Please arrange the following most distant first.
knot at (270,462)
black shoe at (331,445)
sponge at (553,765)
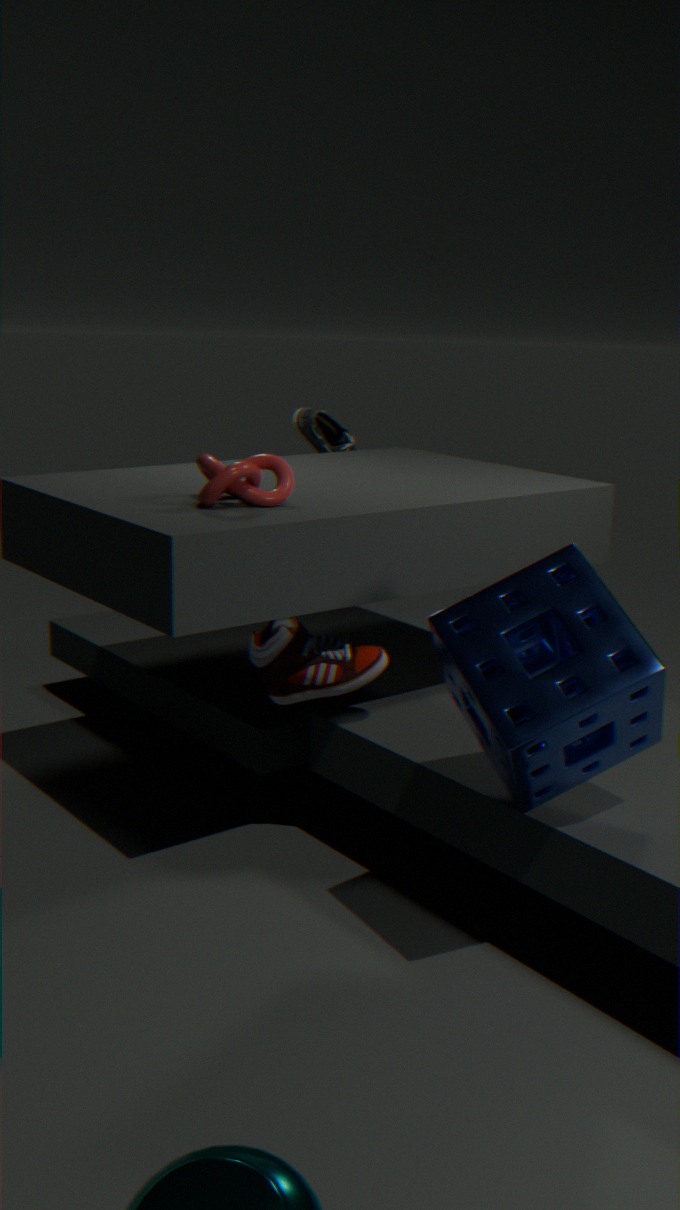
black shoe at (331,445), knot at (270,462), sponge at (553,765)
